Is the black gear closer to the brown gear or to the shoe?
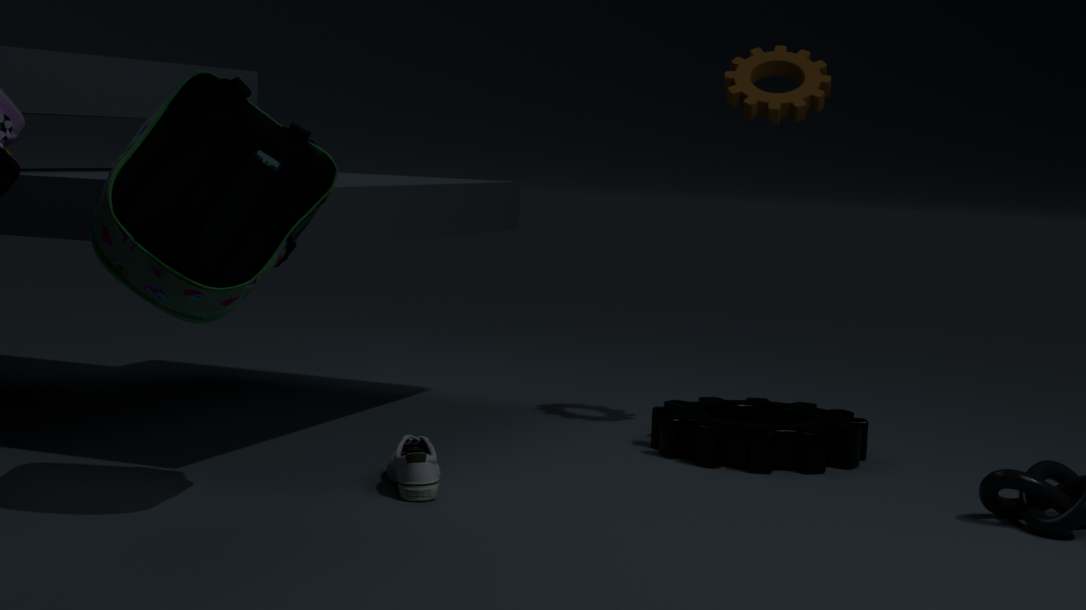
the shoe
